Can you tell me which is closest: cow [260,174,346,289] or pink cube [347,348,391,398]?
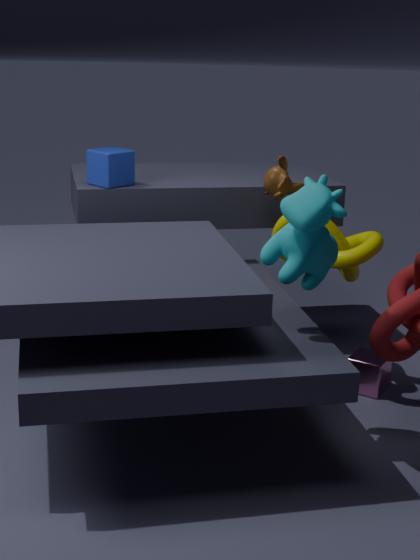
cow [260,174,346,289]
